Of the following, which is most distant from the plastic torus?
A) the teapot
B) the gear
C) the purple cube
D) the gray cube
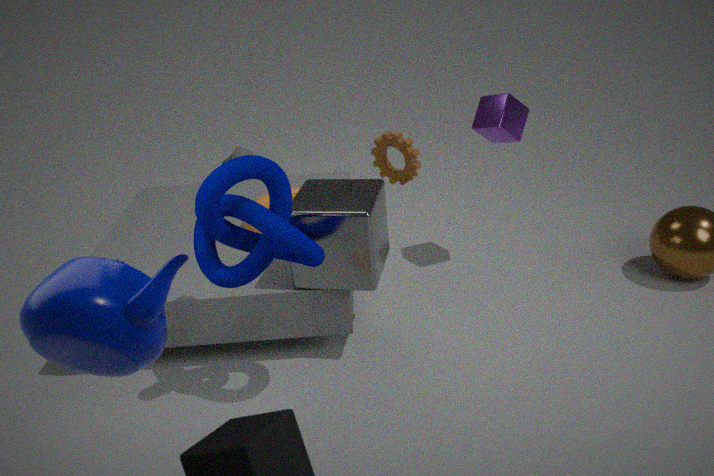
the teapot
